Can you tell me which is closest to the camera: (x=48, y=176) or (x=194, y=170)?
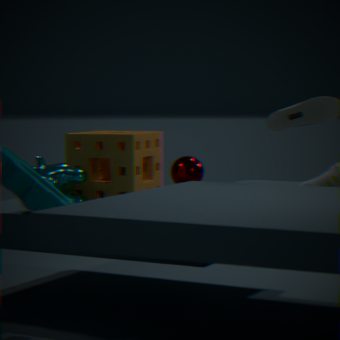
(x=48, y=176)
